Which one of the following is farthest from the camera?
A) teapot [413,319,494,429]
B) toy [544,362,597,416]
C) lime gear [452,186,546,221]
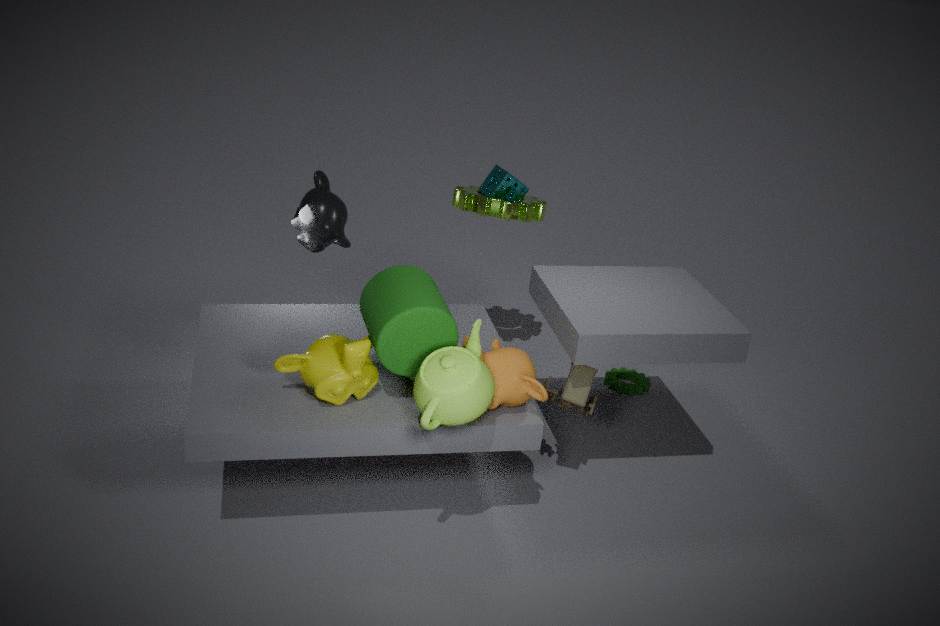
lime gear [452,186,546,221]
